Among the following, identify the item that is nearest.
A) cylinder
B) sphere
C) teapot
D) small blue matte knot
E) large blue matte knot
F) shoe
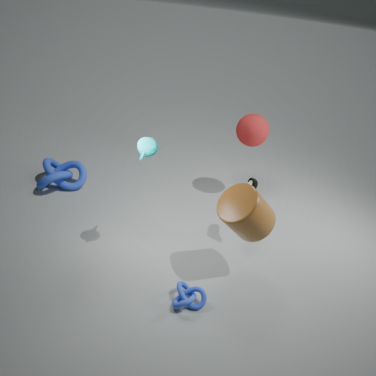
cylinder
